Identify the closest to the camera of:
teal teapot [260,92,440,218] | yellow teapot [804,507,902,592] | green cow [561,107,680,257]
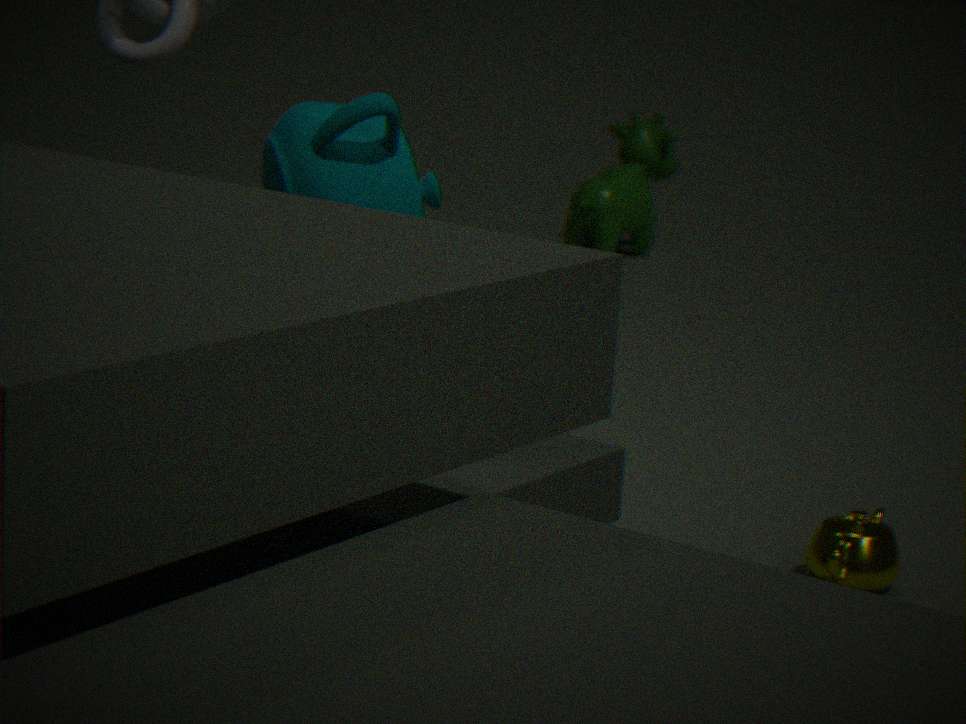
teal teapot [260,92,440,218]
